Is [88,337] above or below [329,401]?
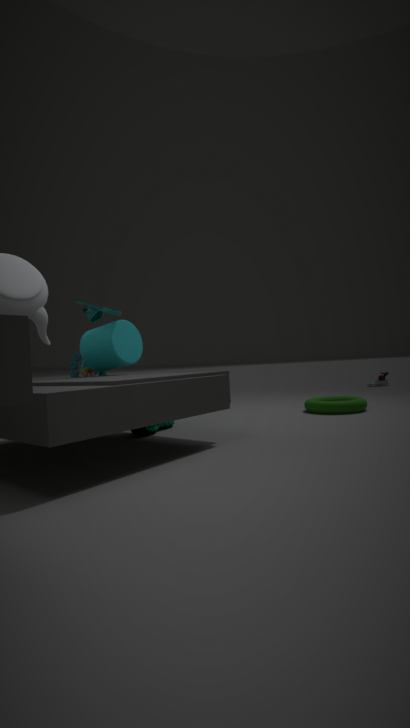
above
